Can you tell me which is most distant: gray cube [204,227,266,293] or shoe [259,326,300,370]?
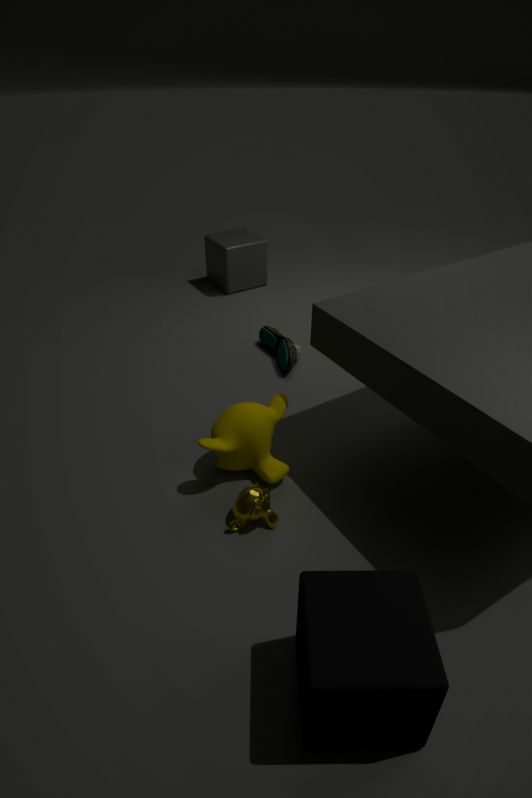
gray cube [204,227,266,293]
